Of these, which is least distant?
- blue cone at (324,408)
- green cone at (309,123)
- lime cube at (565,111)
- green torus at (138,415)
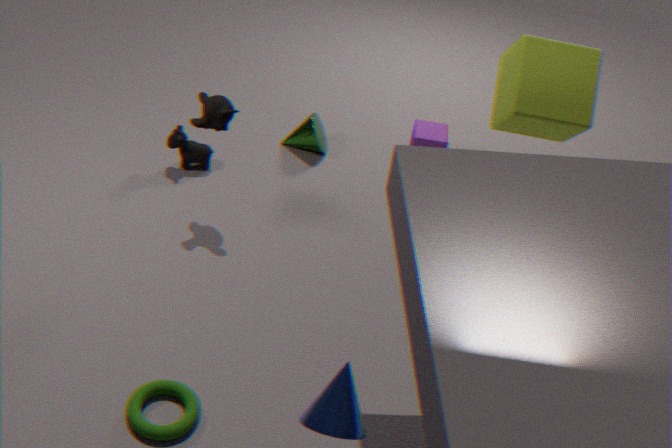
blue cone at (324,408)
